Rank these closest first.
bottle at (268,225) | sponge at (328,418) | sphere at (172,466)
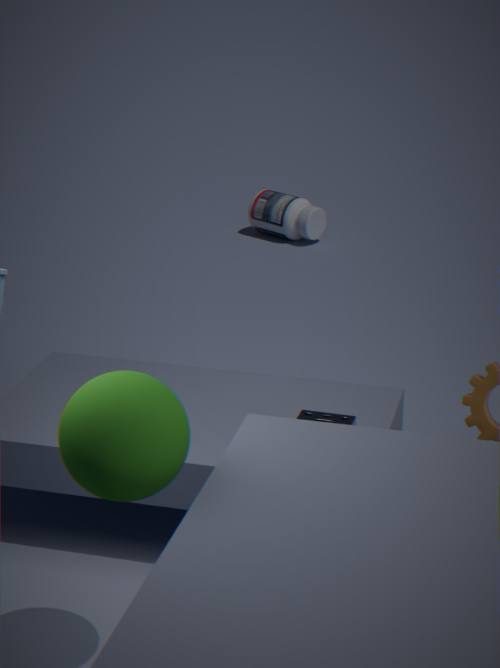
sphere at (172,466) → sponge at (328,418) → bottle at (268,225)
